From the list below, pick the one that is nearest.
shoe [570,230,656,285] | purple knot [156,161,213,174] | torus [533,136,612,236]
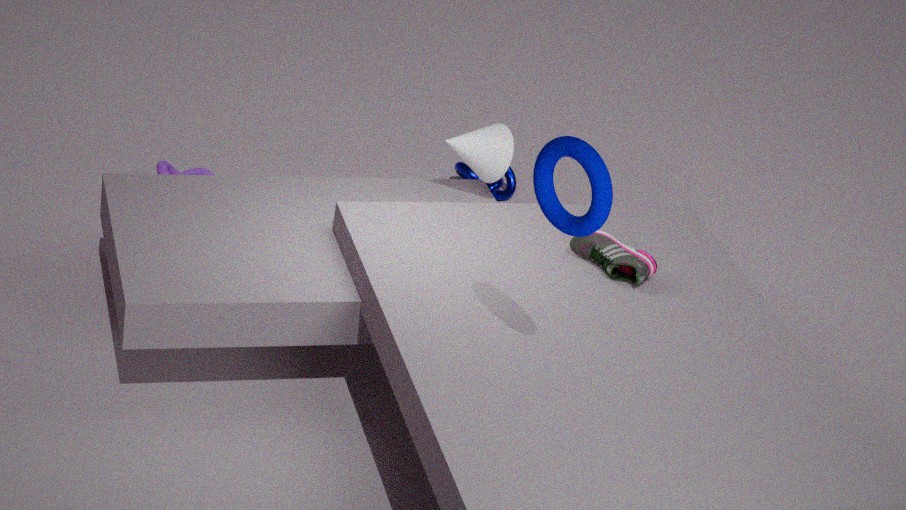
torus [533,136,612,236]
